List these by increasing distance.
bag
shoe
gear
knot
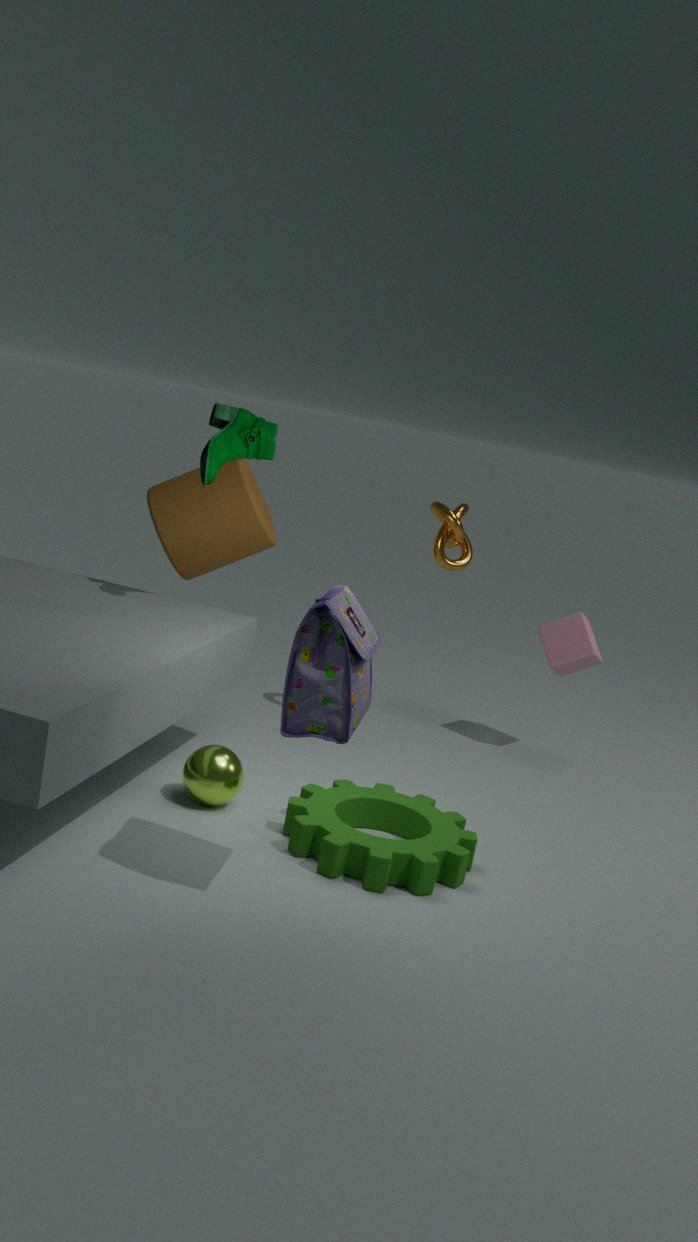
bag
gear
shoe
knot
